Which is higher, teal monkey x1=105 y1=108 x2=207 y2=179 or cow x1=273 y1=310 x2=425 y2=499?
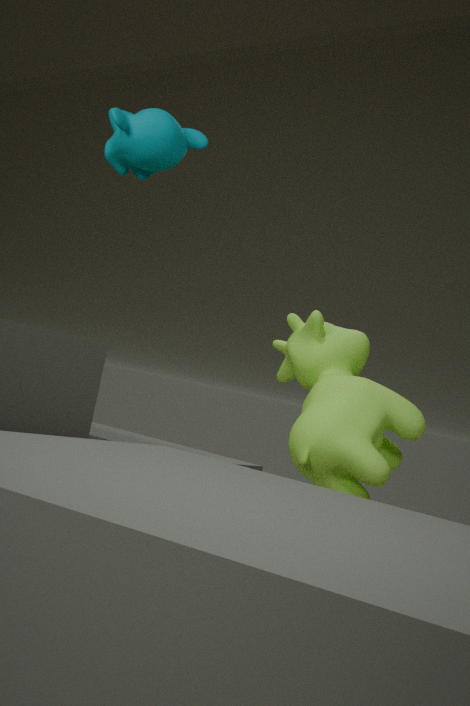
teal monkey x1=105 y1=108 x2=207 y2=179
